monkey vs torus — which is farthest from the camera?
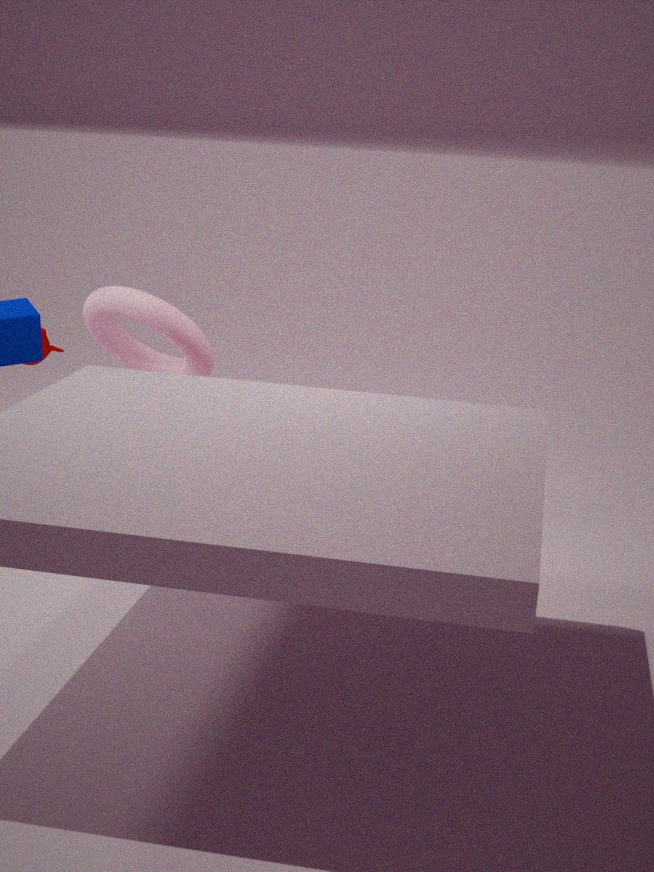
monkey
